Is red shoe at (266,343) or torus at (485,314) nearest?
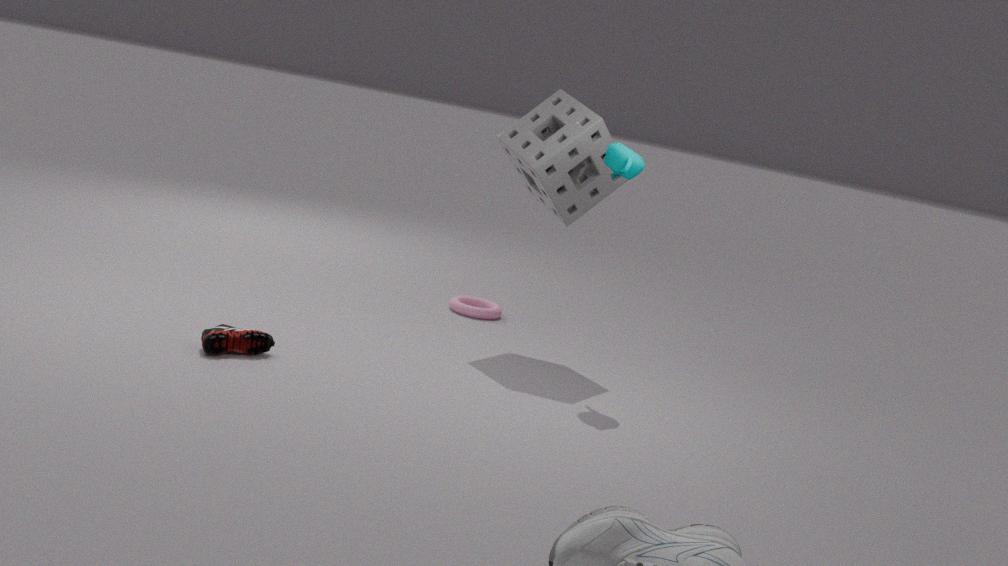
red shoe at (266,343)
